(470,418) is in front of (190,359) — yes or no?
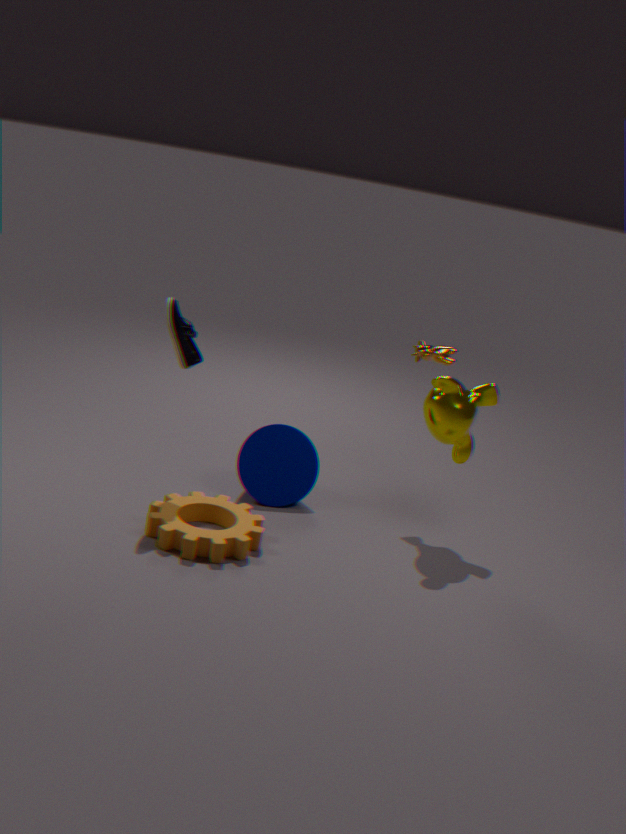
No
